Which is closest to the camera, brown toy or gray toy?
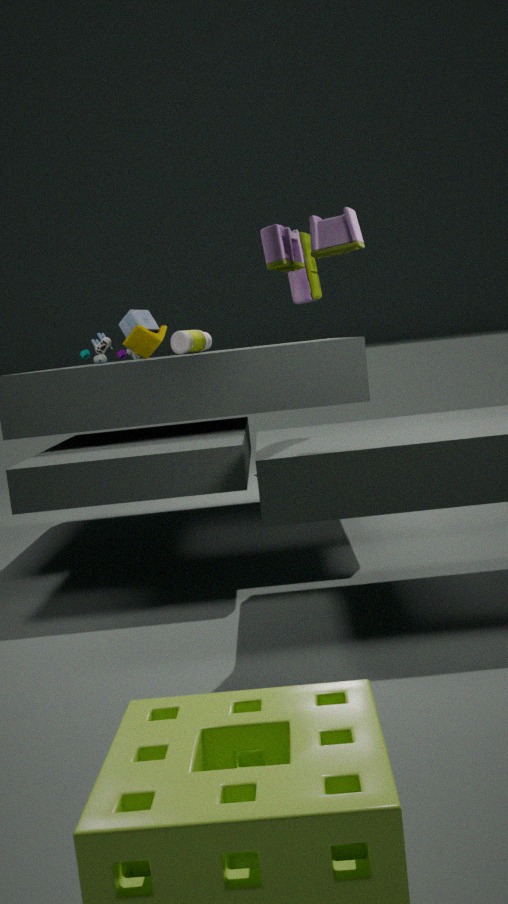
gray toy
